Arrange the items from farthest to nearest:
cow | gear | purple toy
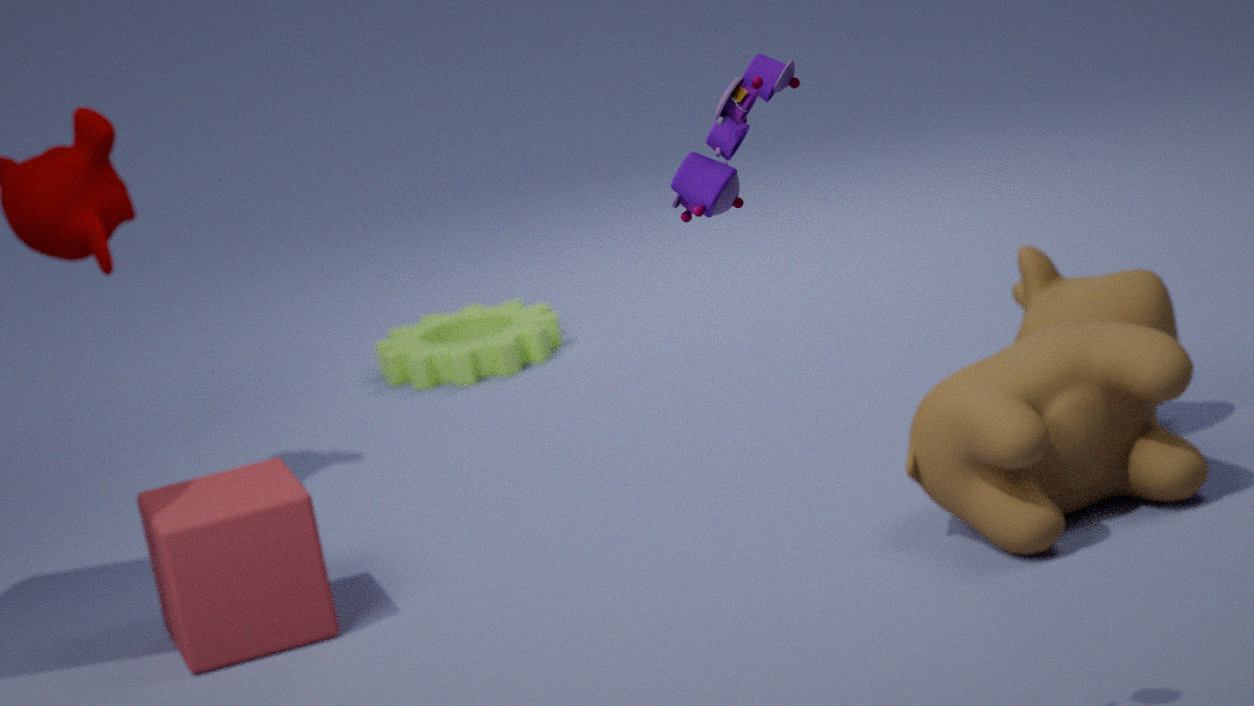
gear, cow, purple toy
